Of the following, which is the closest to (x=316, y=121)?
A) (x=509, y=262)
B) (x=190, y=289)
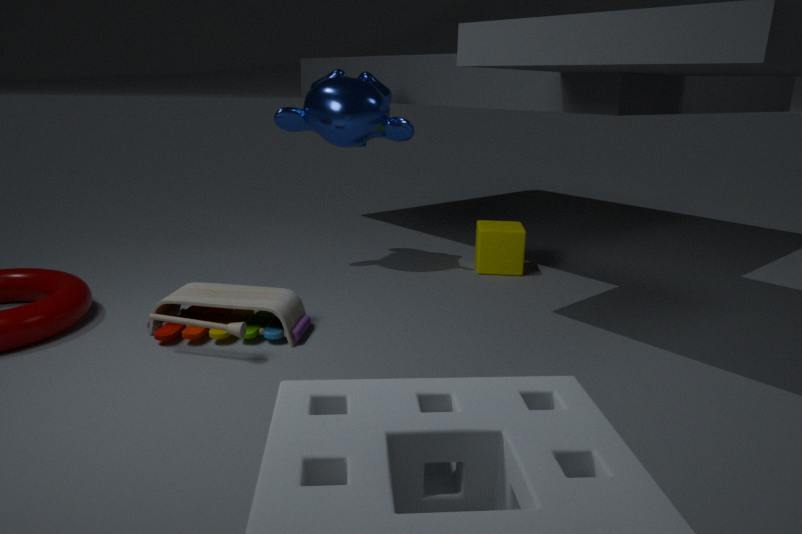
(x=509, y=262)
